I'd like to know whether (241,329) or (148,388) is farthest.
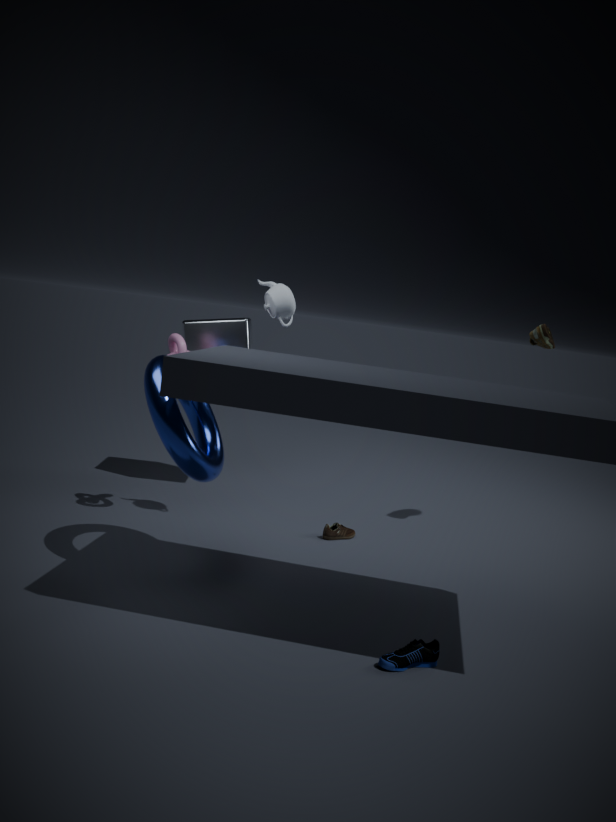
(241,329)
